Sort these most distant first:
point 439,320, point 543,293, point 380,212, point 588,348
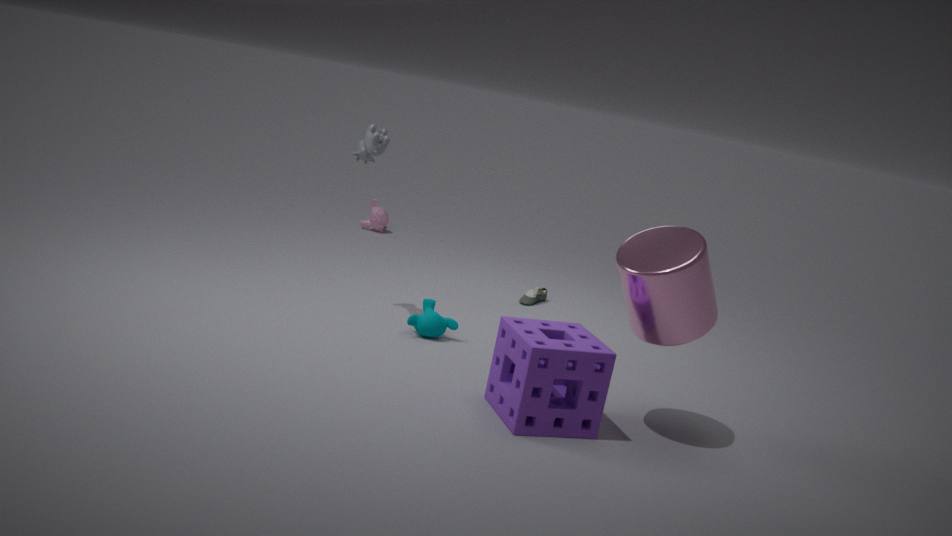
1. point 380,212
2. point 543,293
3. point 439,320
4. point 588,348
